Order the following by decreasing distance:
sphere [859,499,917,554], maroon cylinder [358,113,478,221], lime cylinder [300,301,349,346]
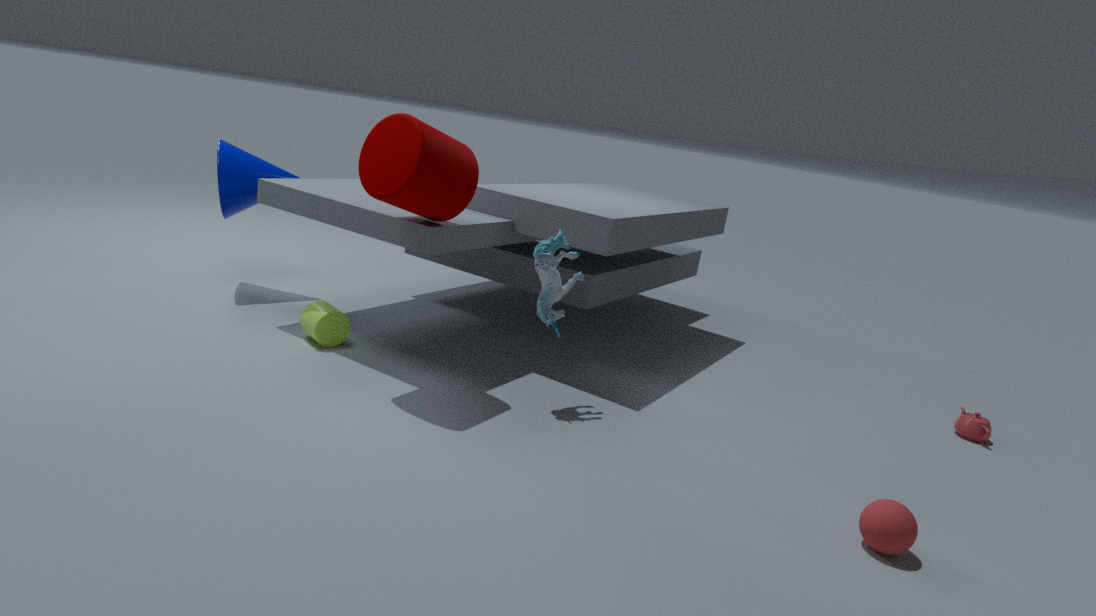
lime cylinder [300,301,349,346]
maroon cylinder [358,113,478,221]
sphere [859,499,917,554]
